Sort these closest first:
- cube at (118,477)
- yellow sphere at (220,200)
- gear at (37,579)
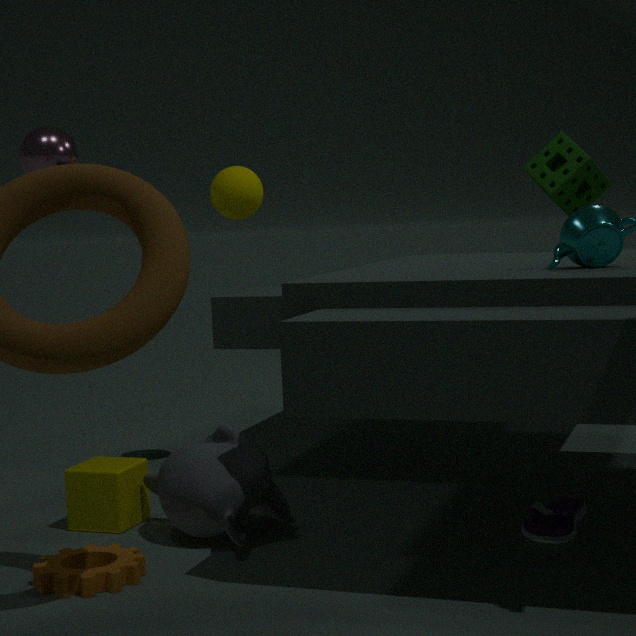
gear at (37,579) < cube at (118,477) < yellow sphere at (220,200)
